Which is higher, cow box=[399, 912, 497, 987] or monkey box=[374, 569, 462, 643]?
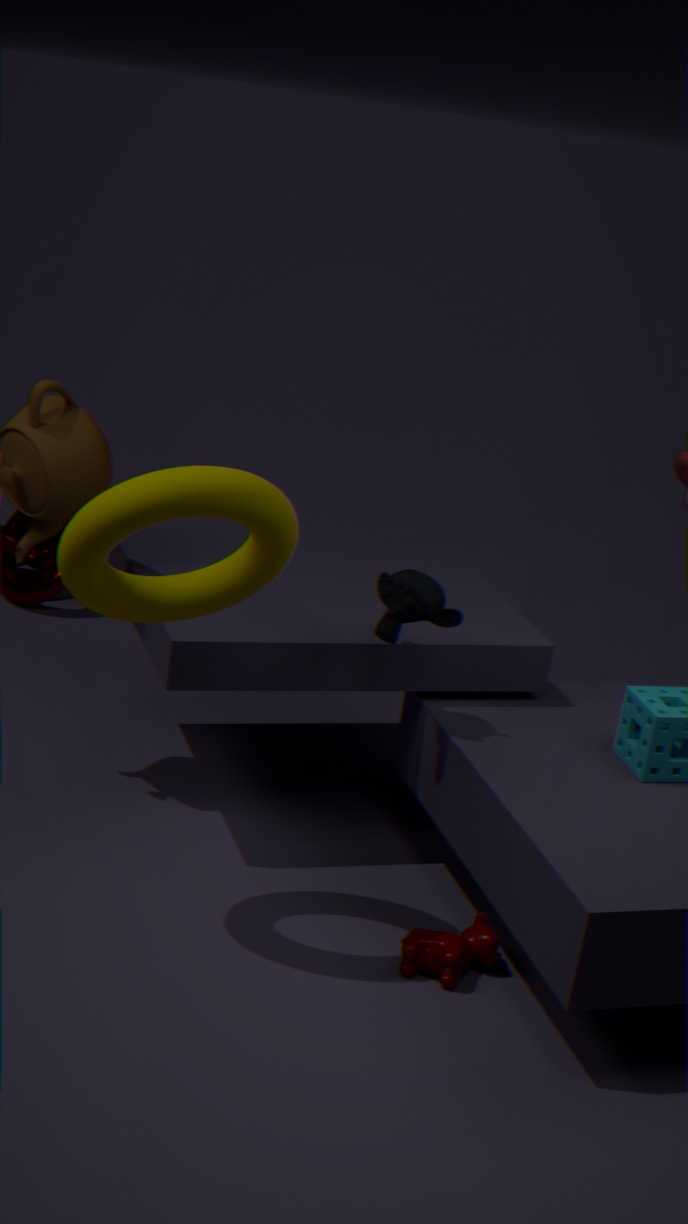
monkey box=[374, 569, 462, 643]
